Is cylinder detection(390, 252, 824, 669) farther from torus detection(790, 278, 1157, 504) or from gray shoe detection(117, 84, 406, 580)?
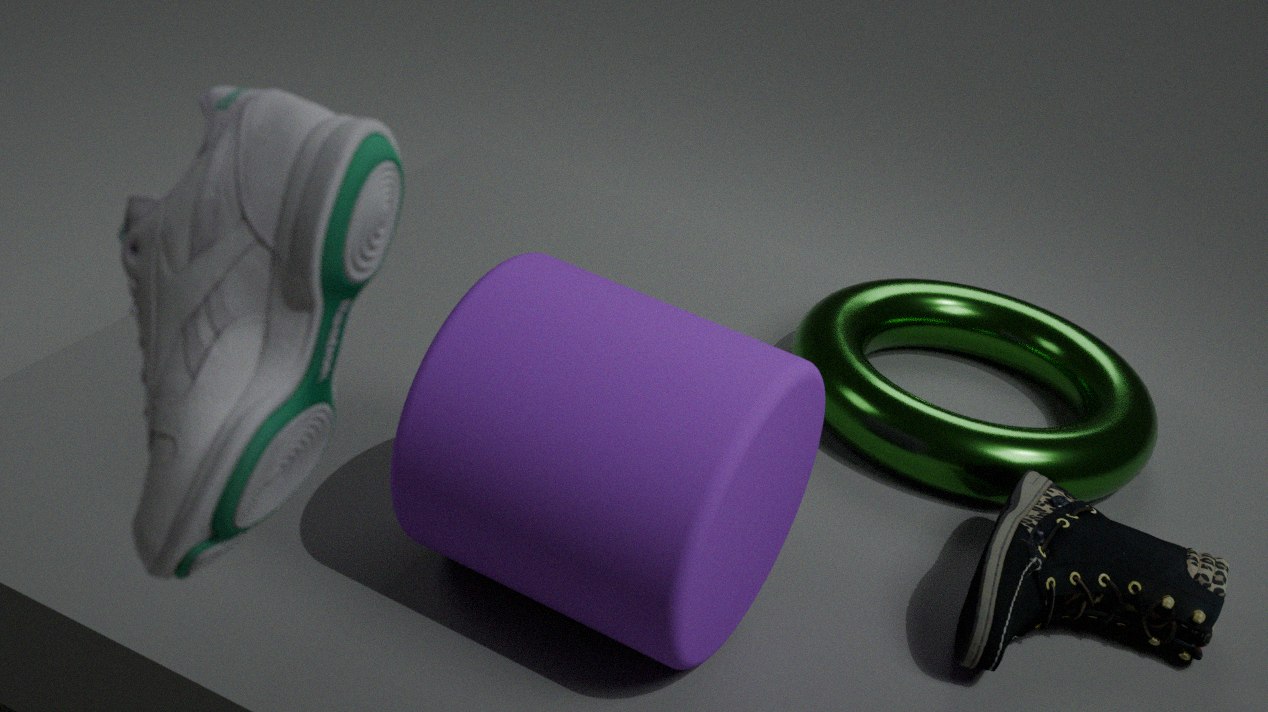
gray shoe detection(117, 84, 406, 580)
